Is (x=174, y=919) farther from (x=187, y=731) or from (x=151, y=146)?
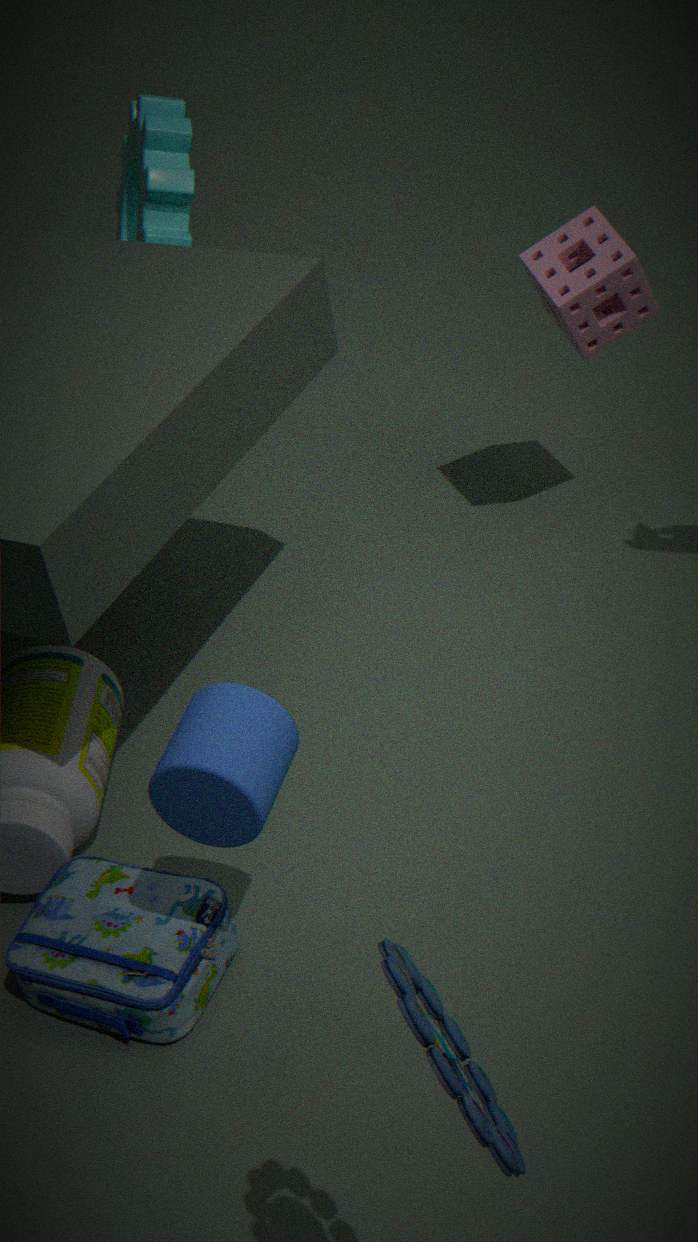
(x=151, y=146)
